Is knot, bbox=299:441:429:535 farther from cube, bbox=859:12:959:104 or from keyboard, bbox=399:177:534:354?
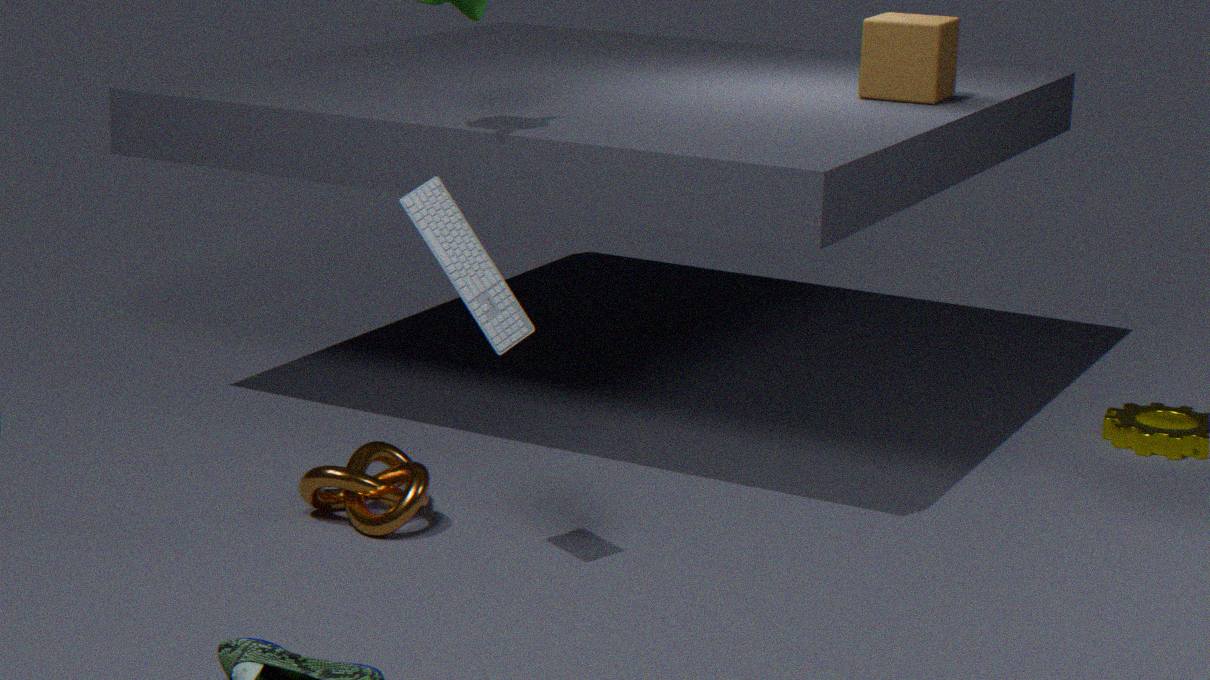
cube, bbox=859:12:959:104
